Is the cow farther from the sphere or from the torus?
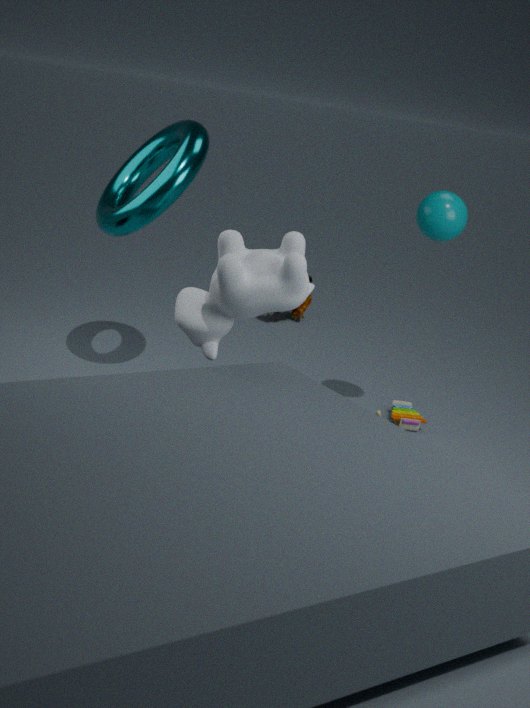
the sphere
